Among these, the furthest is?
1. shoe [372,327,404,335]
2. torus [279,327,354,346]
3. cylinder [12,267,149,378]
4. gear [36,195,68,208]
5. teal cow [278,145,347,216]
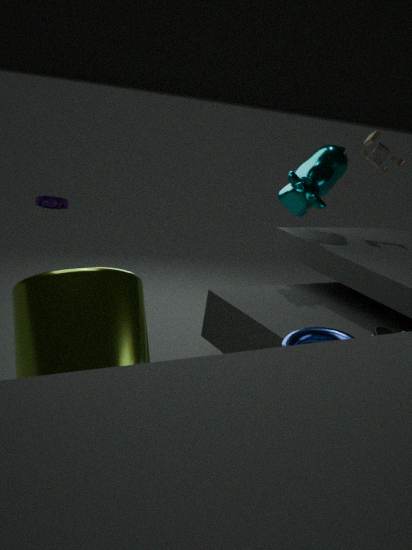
gear [36,195,68,208]
